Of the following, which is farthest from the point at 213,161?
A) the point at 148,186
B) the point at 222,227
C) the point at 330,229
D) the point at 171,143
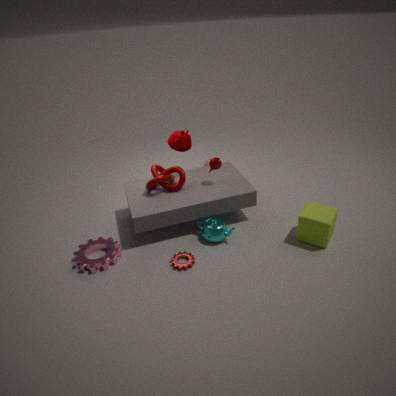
the point at 330,229
